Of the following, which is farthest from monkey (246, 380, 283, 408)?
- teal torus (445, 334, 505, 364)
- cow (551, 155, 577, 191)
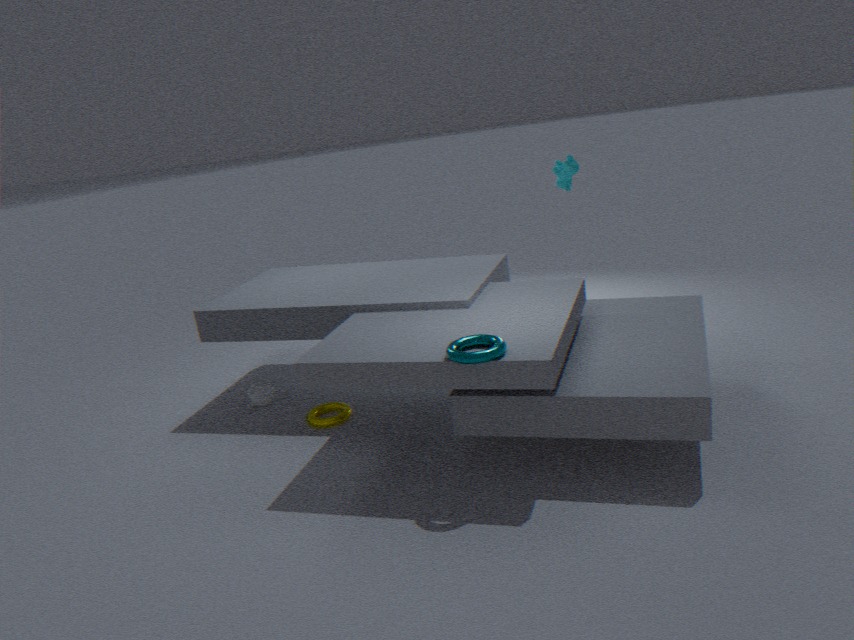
cow (551, 155, 577, 191)
